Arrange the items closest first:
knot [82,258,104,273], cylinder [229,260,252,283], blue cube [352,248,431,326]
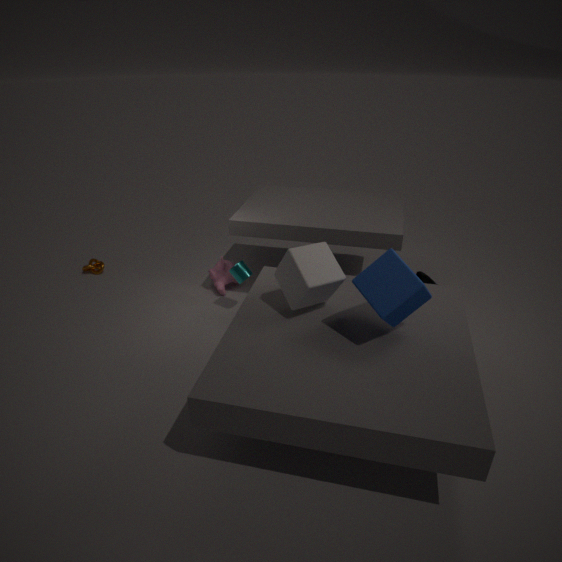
blue cube [352,248,431,326] → cylinder [229,260,252,283] → knot [82,258,104,273]
